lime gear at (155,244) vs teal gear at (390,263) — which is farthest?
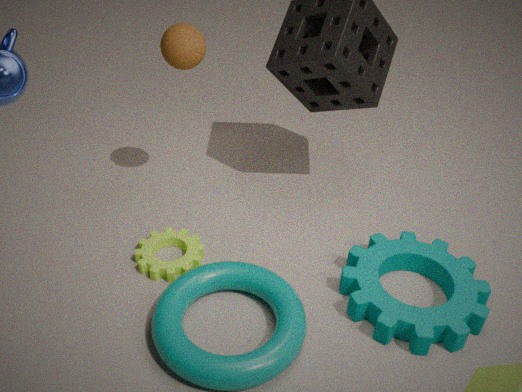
lime gear at (155,244)
